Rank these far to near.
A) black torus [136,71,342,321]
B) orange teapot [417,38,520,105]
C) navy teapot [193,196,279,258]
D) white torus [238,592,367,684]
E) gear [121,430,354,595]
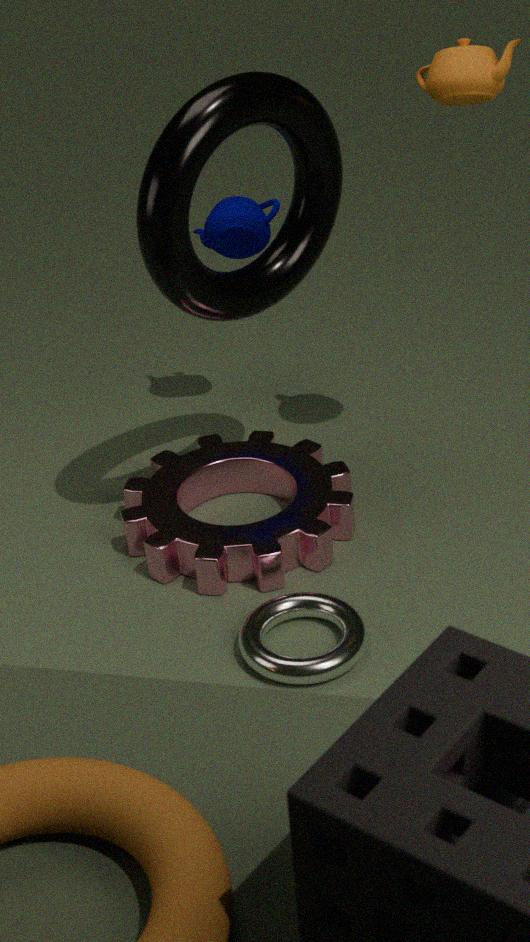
navy teapot [193,196,279,258], gear [121,430,354,595], orange teapot [417,38,520,105], white torus [238,592,367,684], black torus [136,71,342,321]
